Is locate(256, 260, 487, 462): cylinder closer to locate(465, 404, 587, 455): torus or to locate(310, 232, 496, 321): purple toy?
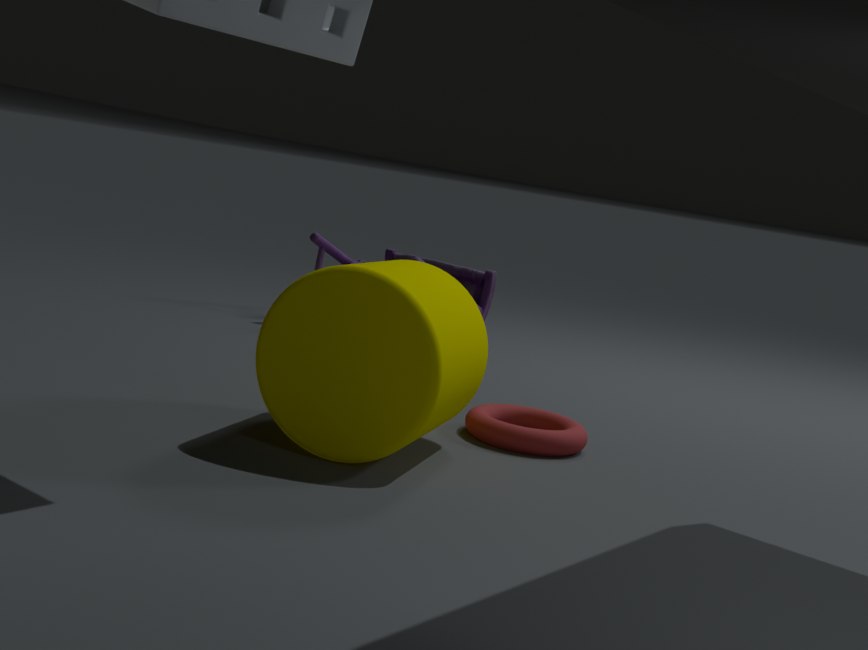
locate(465, 404, 587, 455): torus
